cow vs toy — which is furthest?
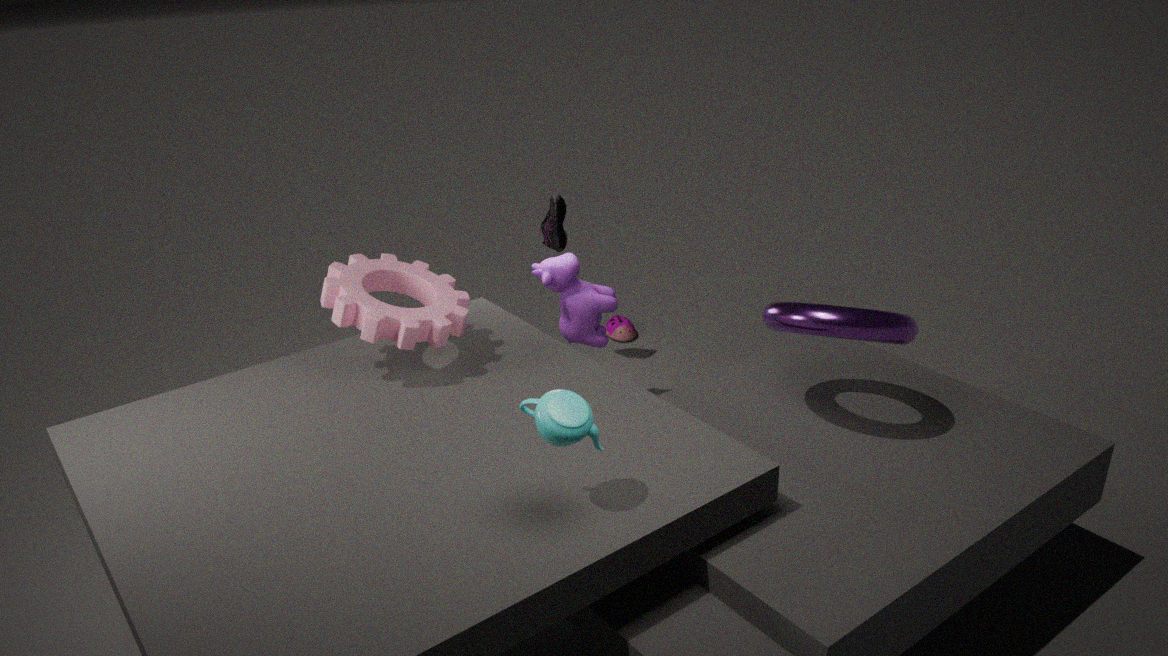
toy
